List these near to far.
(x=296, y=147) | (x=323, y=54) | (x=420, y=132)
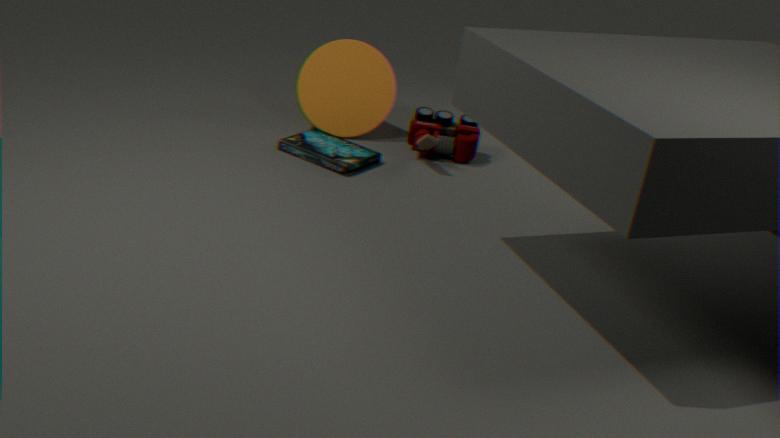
(x=296, y=147), (x=420, y=132), (x=323, y=54)
